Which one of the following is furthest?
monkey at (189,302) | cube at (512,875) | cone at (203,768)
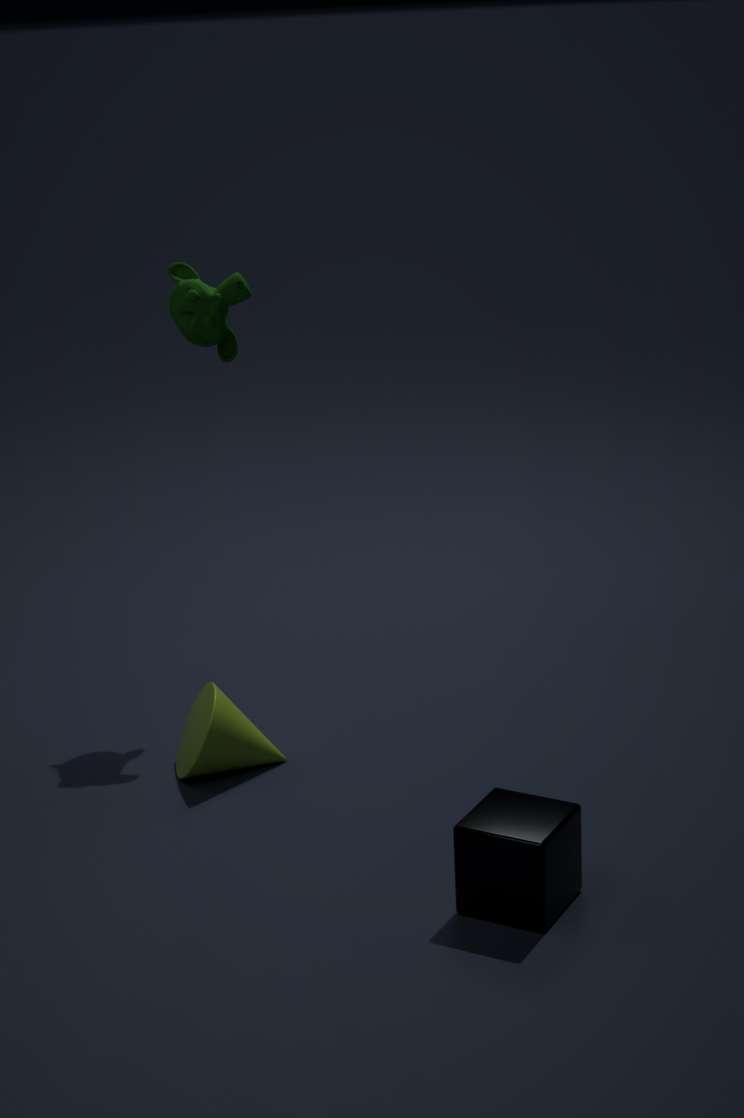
monkey at (189,302)
